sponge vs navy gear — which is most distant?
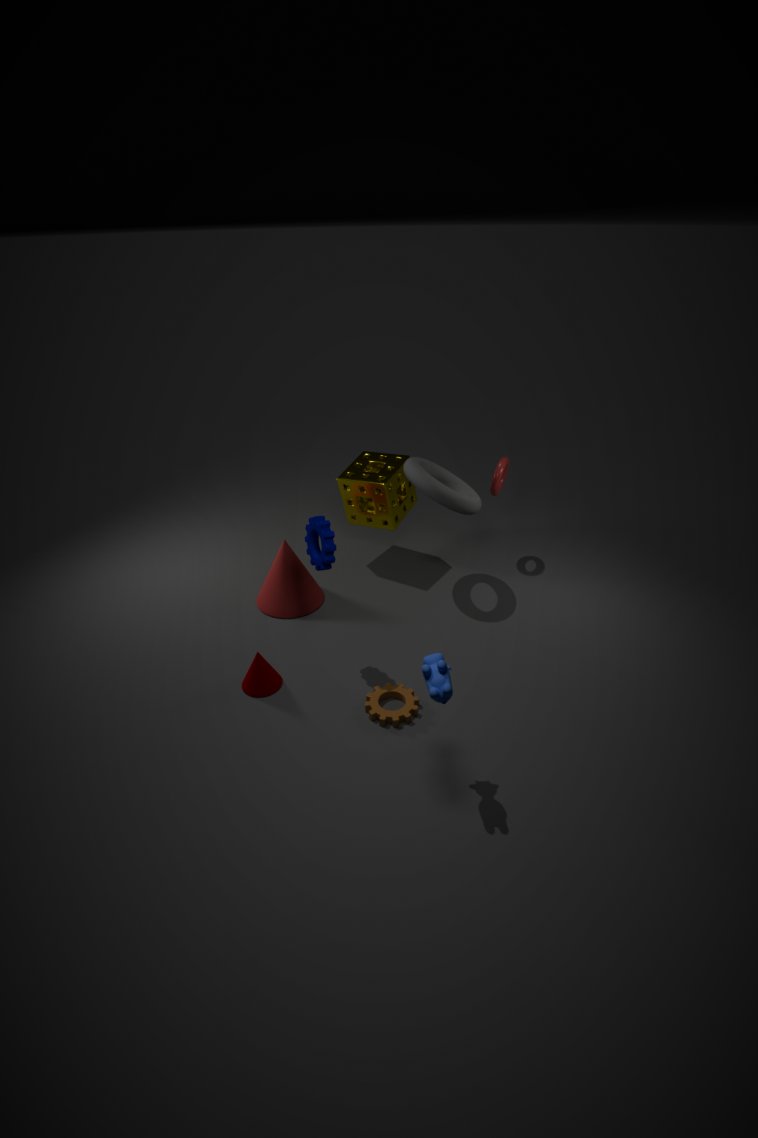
sponge
